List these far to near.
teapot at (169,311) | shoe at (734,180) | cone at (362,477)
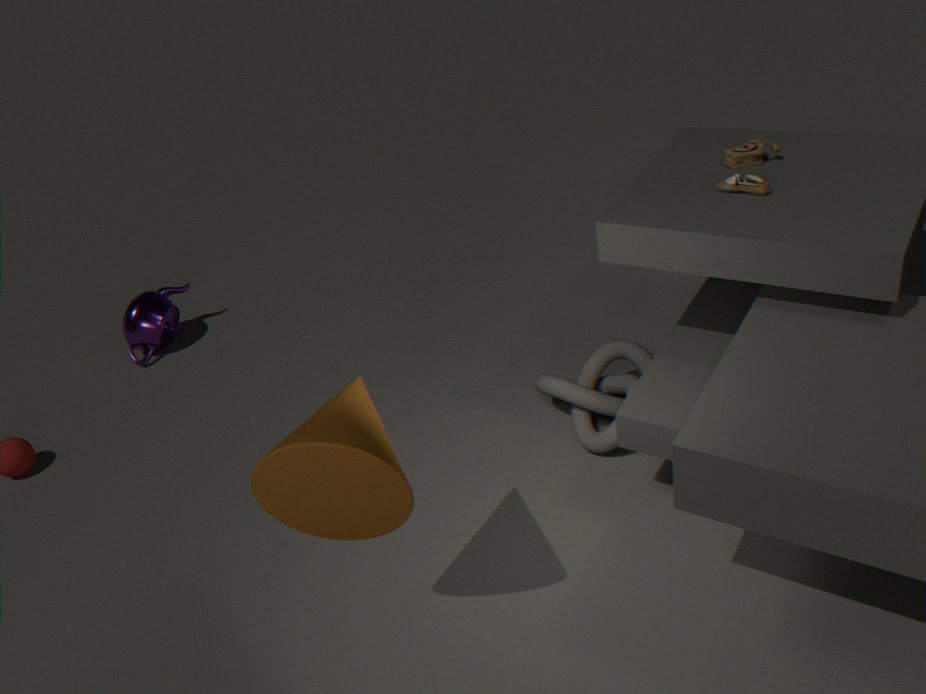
1. teapot at (169,311)
2. shoe at (734,180)
3. cone at (362,477)
